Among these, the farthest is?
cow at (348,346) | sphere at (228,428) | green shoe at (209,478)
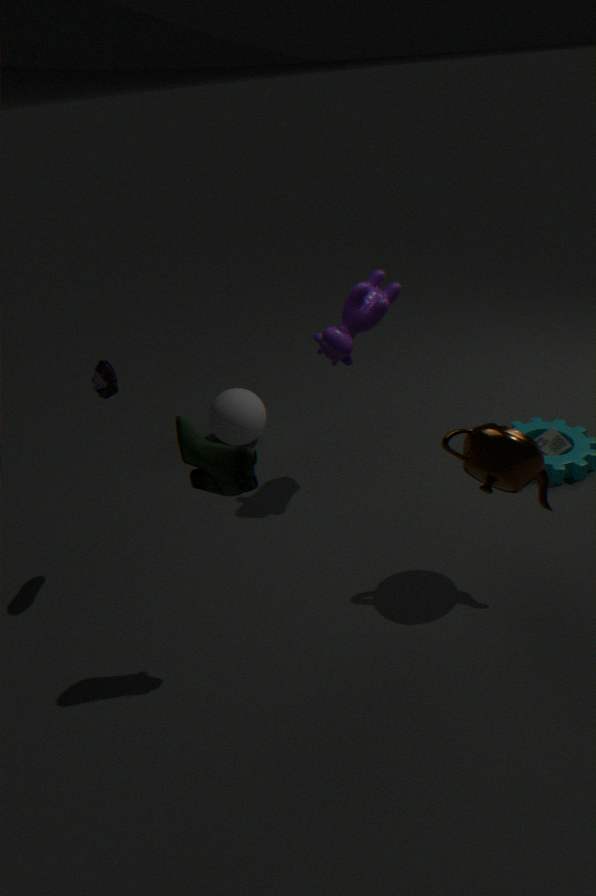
sphere at (228,428)
